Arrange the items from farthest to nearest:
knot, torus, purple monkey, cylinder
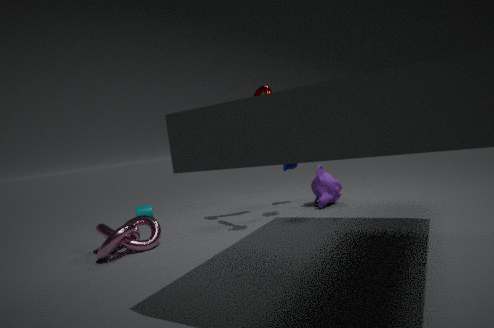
cylinder → purple monkey → torus → knot
